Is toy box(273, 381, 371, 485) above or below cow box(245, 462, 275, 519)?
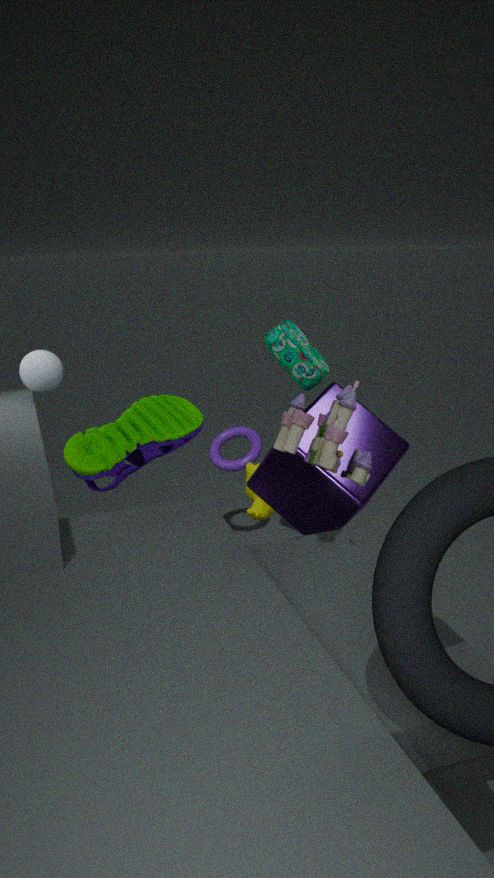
above
